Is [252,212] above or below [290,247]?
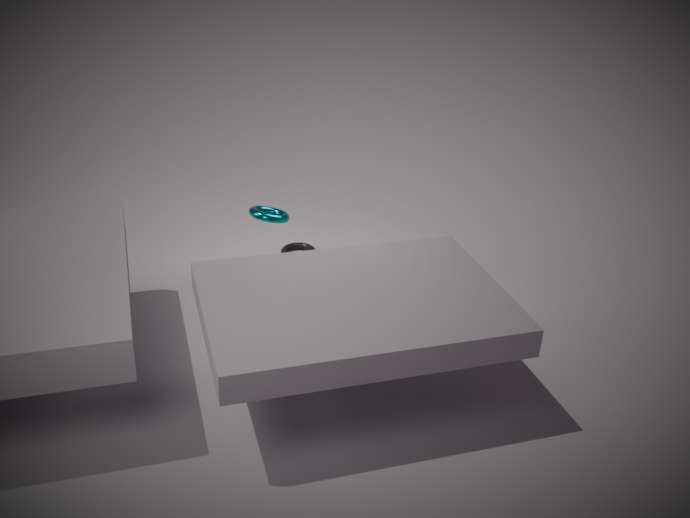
above
